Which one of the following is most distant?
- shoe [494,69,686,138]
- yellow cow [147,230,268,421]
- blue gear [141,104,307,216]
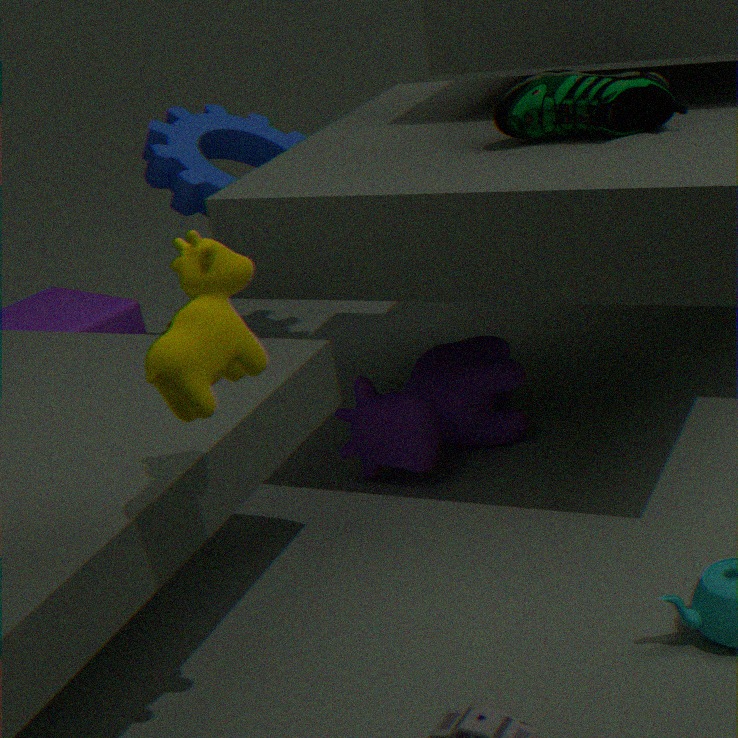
blue gear [141,104,307,216]
